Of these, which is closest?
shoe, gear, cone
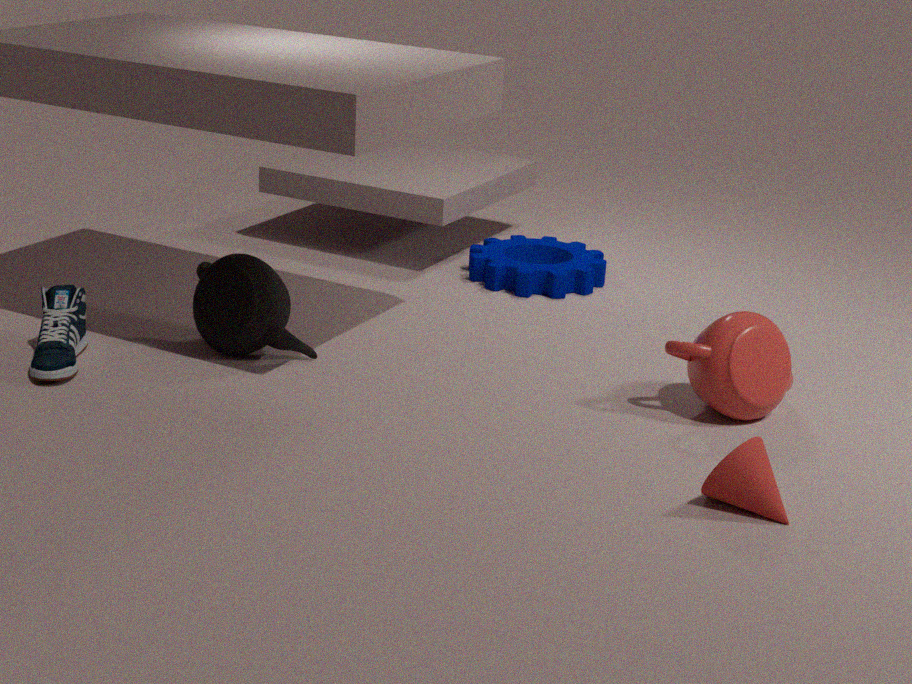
cone
